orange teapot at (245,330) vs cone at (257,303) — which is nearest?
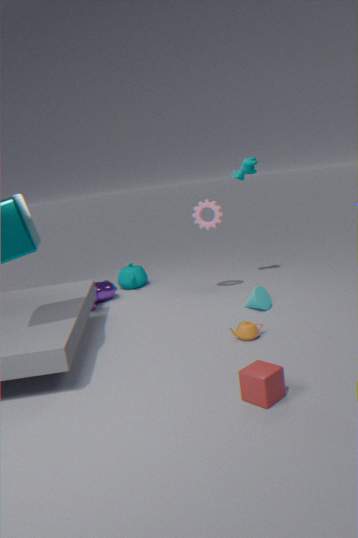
orange teapot at (245,330)
